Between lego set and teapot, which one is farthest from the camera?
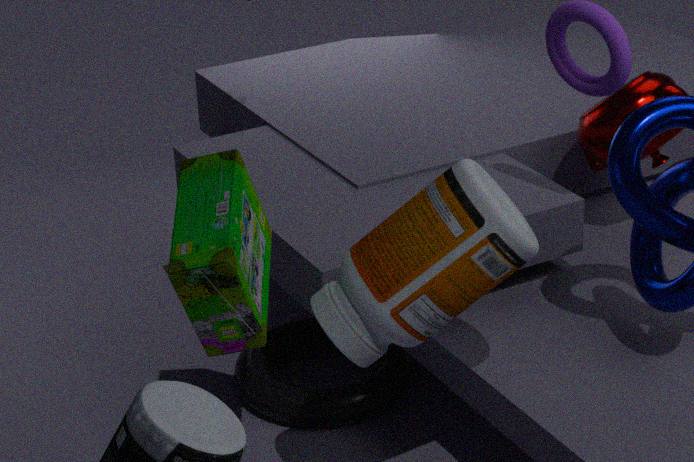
teapot
